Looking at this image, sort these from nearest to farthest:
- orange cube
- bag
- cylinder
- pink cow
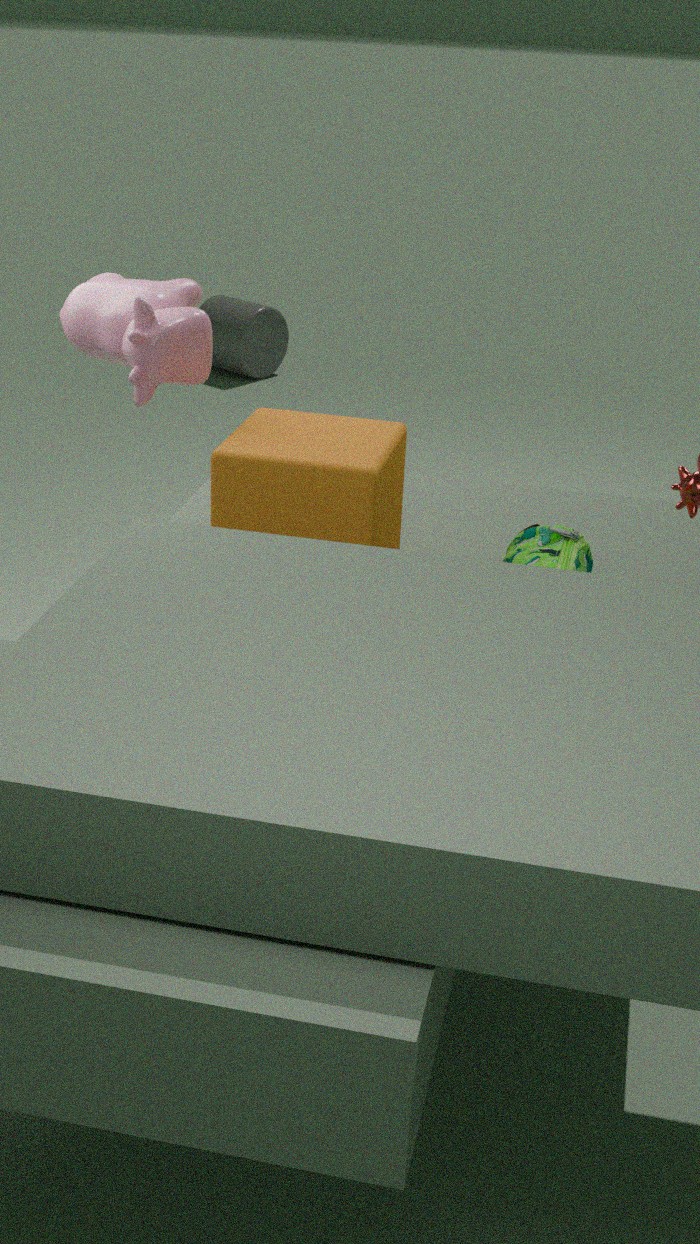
orange cube
bag
pink cow
cylinder
